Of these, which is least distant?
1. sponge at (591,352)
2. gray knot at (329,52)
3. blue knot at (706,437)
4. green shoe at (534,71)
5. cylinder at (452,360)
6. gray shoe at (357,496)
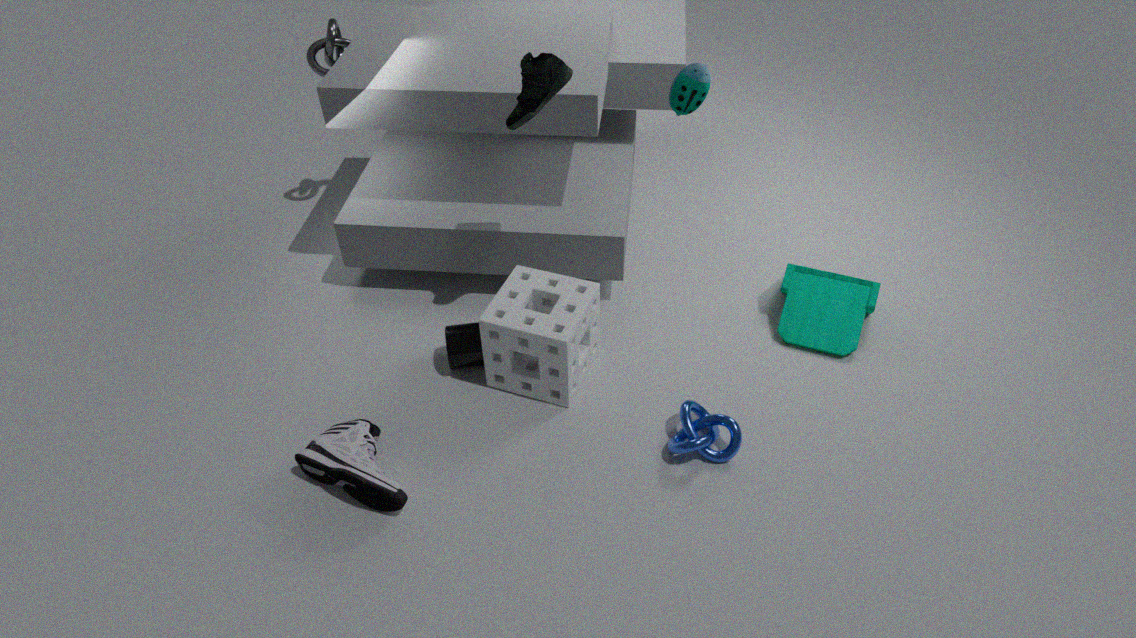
gray shoe at (357,496)
